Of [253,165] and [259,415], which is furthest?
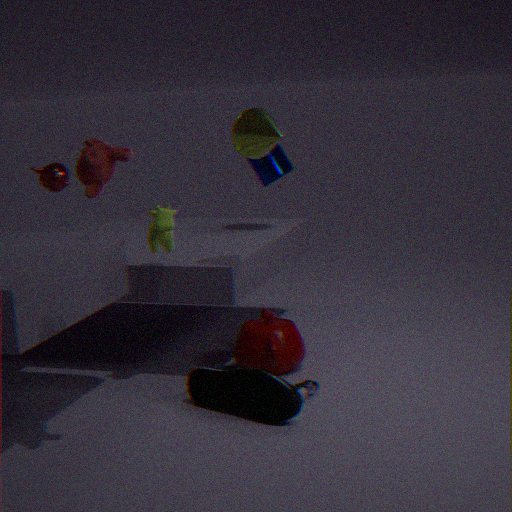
[253,165]
